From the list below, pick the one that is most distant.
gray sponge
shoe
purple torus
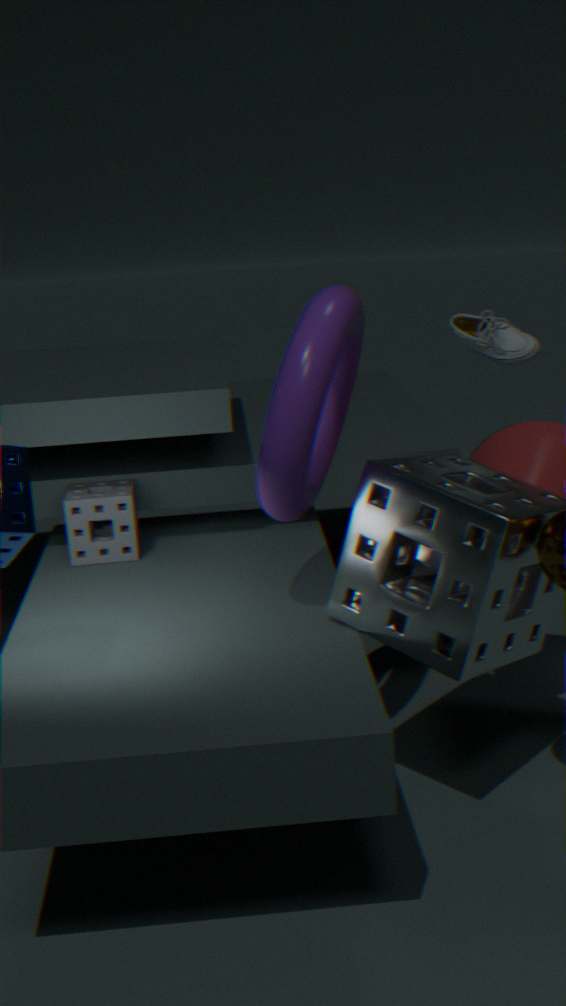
shoe
